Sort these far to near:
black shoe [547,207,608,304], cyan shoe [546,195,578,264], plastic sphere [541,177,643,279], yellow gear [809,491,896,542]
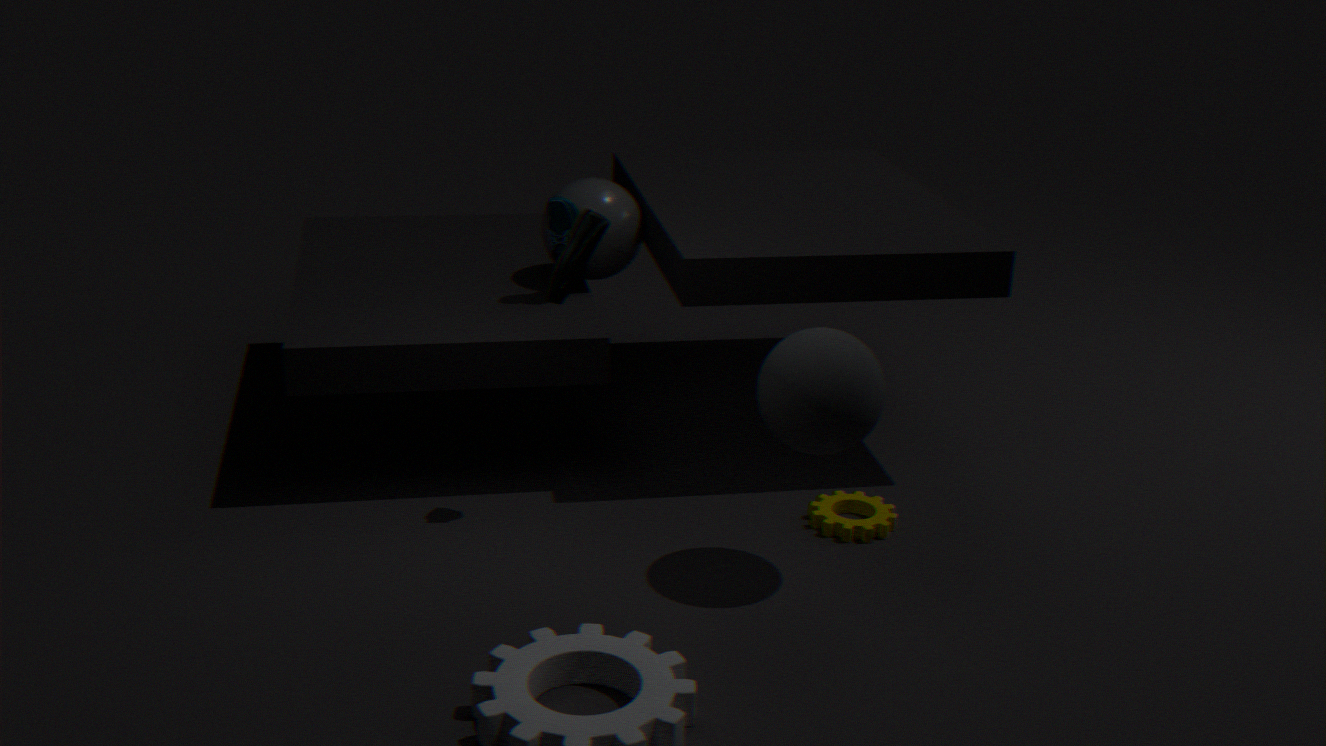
plastic sphere [541,177,643,279] < cyan shoe [546,195,578,264] < yellow gear [809,491,896,542] < black shoe [547,207,608,304]
